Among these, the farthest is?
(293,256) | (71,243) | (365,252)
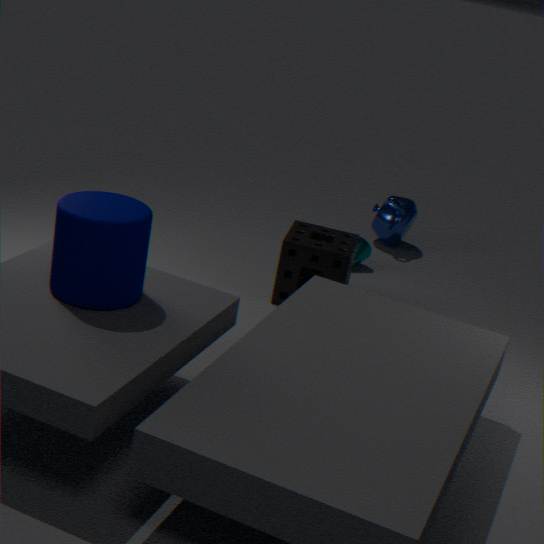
(365,252)
